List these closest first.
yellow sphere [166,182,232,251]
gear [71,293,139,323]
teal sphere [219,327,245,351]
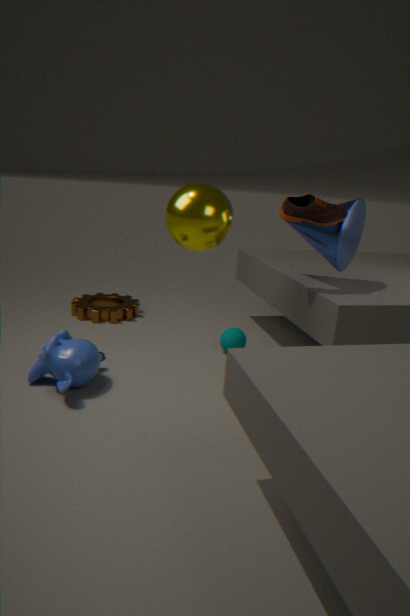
1. yellow sphere [166,182,232,251]
2. teal sphere [219,327,245,351]
3. gear [71,293,139,323]
